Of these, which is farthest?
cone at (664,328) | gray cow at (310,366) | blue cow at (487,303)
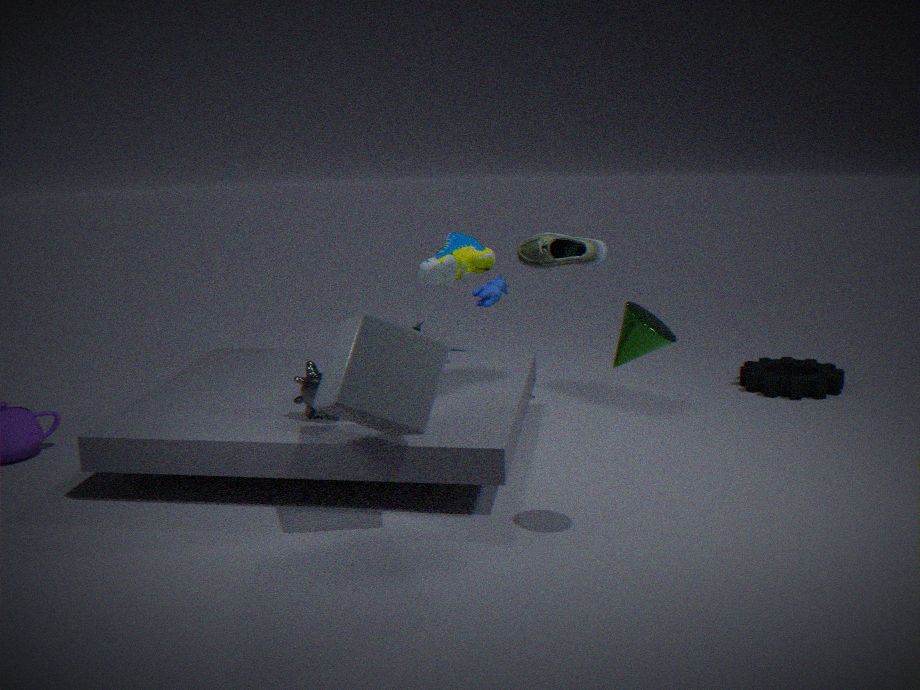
blue cow at (487,303)
